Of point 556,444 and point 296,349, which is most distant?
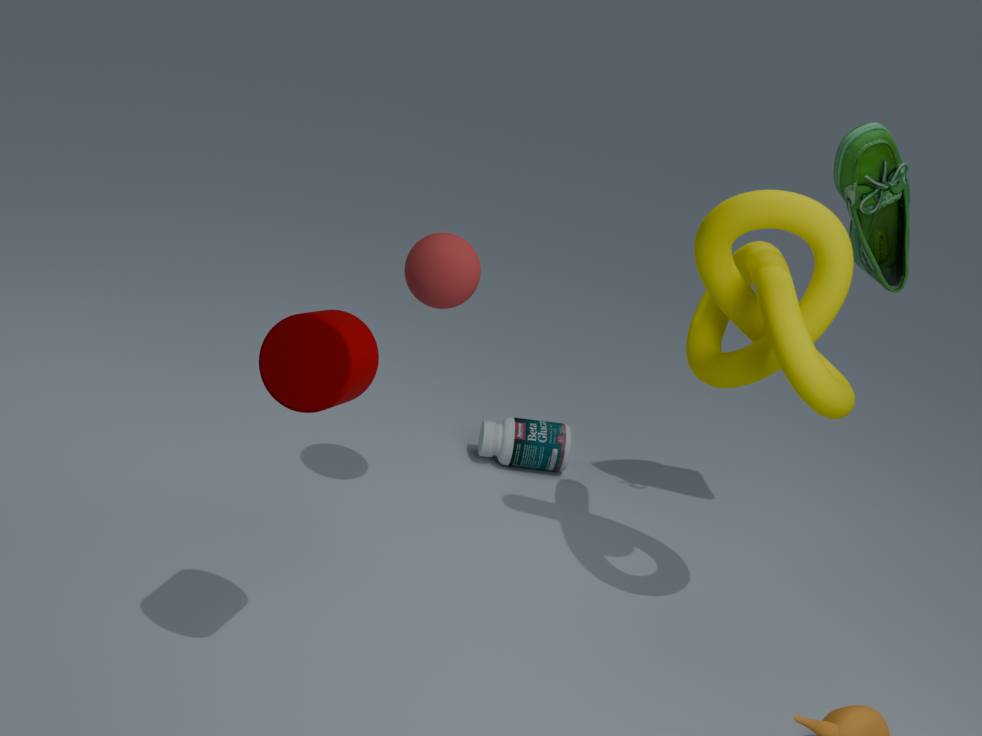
point 556,444
